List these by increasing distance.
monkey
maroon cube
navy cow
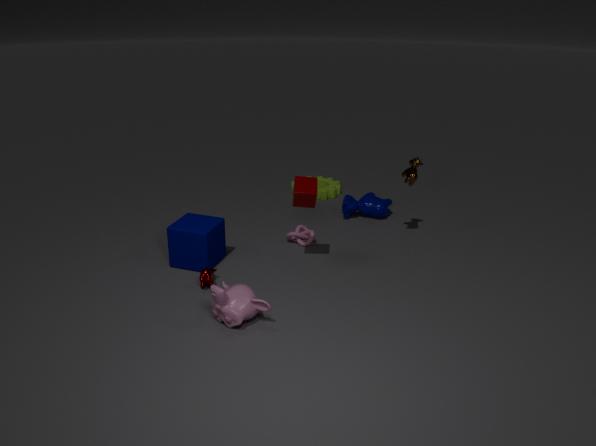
monkey < maroon cube < navy cow
